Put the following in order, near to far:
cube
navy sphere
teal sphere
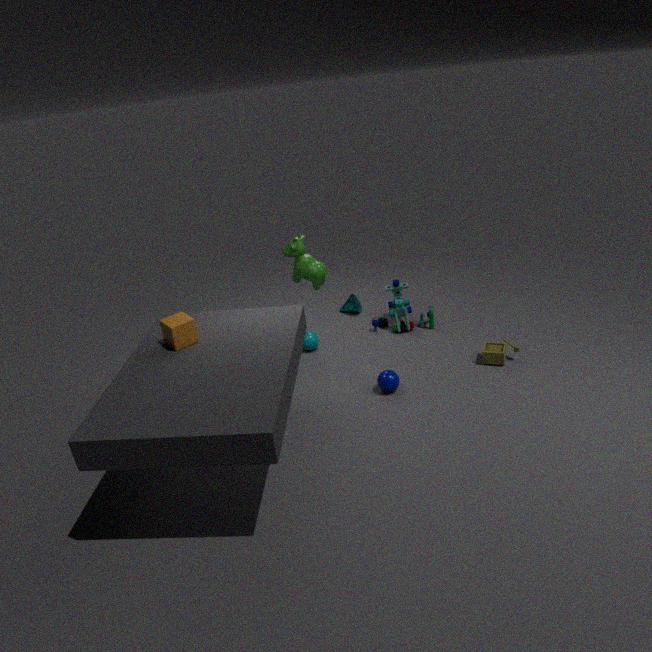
1. cube
2. navy sphere
3. teal sphere
